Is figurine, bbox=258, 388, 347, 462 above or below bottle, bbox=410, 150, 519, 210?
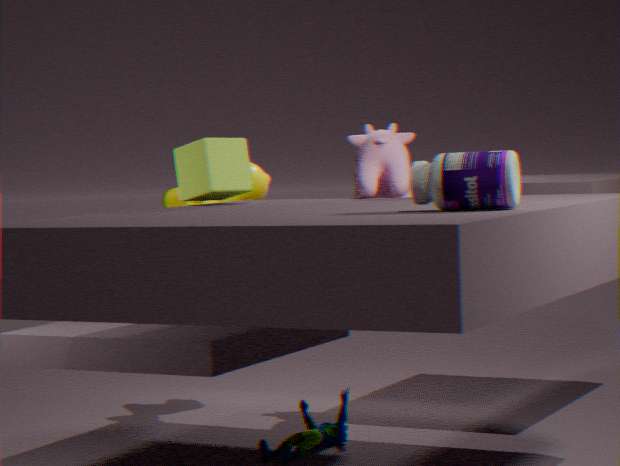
below
